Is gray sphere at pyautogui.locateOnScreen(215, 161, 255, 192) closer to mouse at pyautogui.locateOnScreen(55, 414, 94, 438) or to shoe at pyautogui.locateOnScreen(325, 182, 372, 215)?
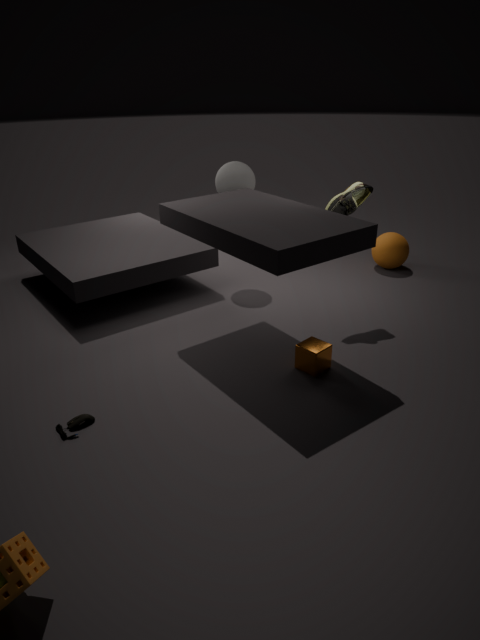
shoe at pyautogui.locateOnScreen(325, 182, 372, 215)
